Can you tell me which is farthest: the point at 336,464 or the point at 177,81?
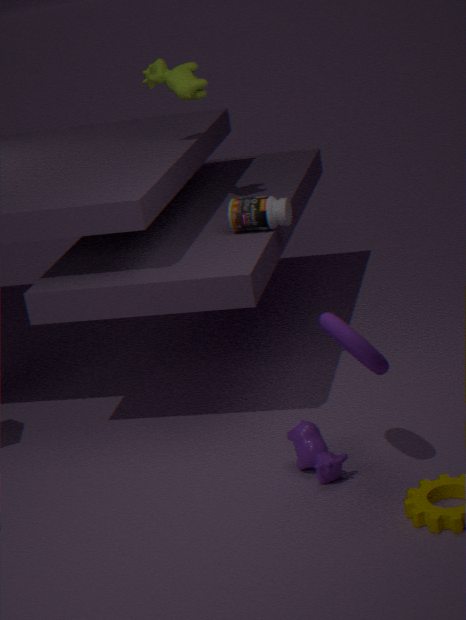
the point at 177,81
